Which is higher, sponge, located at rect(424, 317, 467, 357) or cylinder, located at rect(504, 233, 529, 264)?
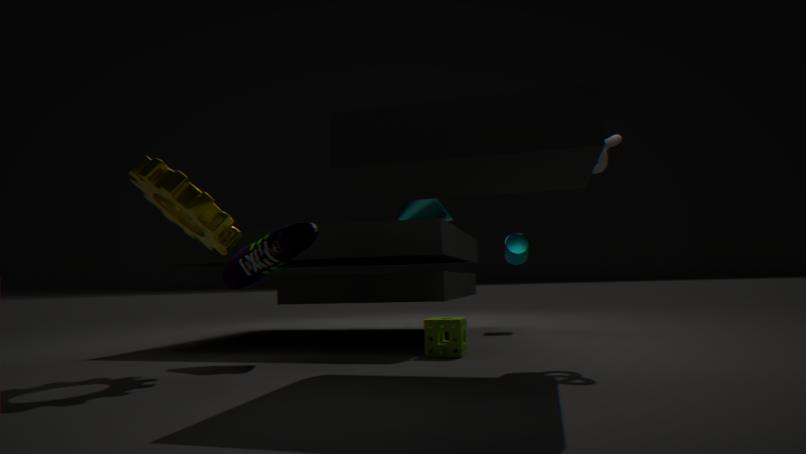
cylinder, located at rect(504, 233, 529, 264)
